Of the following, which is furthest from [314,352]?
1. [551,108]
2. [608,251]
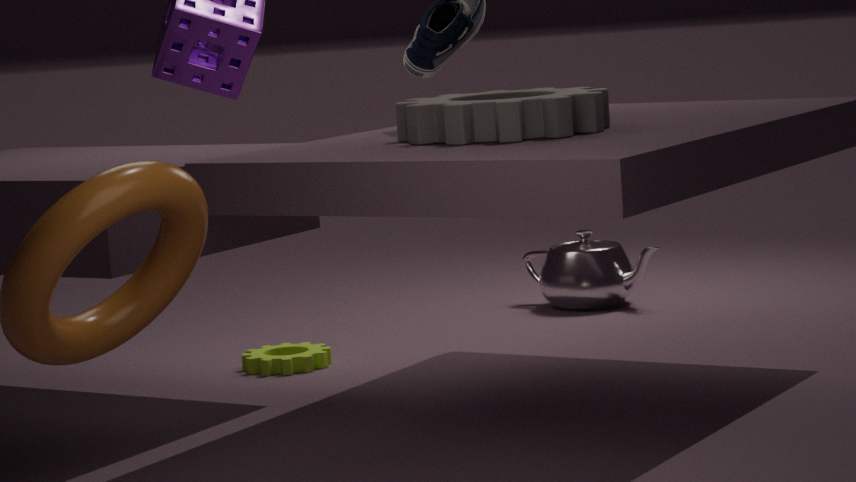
[551,108]
